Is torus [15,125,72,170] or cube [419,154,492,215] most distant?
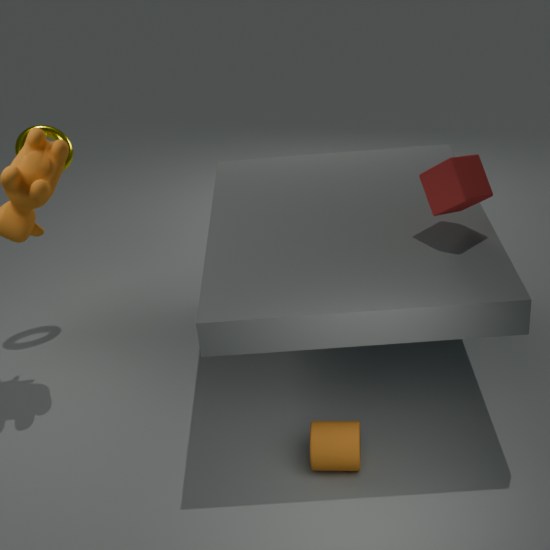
torus [15,125,72,170]
